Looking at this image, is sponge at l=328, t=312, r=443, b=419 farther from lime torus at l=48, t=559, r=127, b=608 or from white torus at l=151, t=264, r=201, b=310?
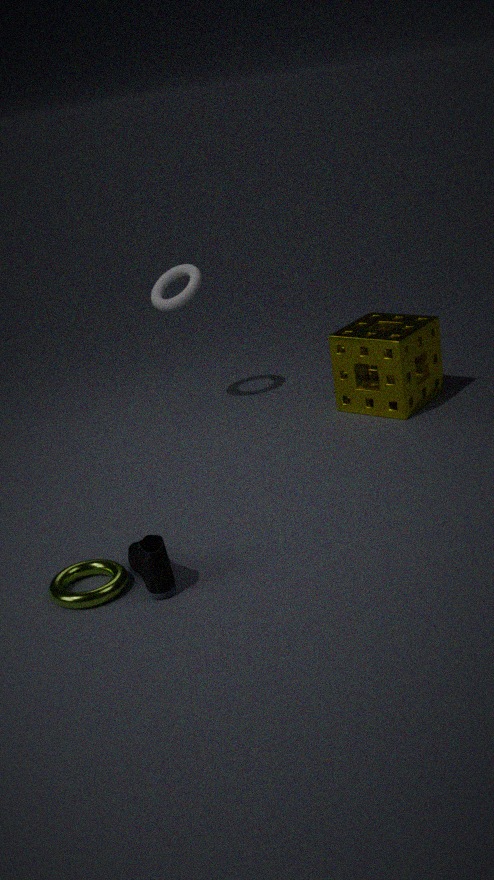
lime torus at l=48, t=559, r=127, b=608
